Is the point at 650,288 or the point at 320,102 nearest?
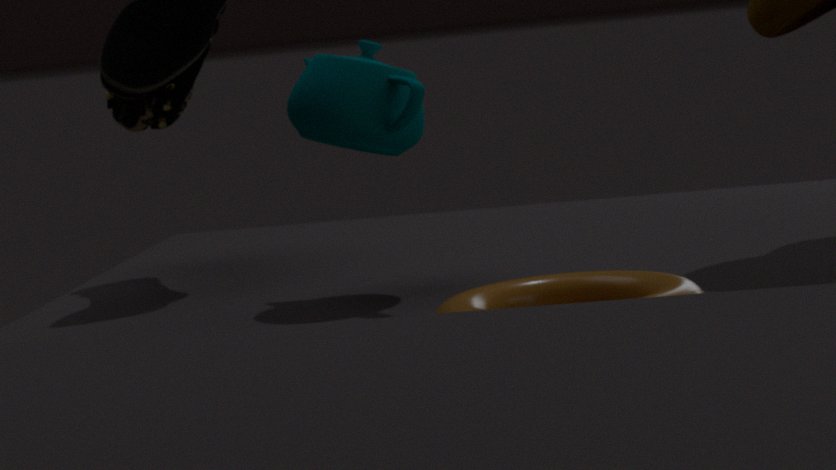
the point at 650,288
